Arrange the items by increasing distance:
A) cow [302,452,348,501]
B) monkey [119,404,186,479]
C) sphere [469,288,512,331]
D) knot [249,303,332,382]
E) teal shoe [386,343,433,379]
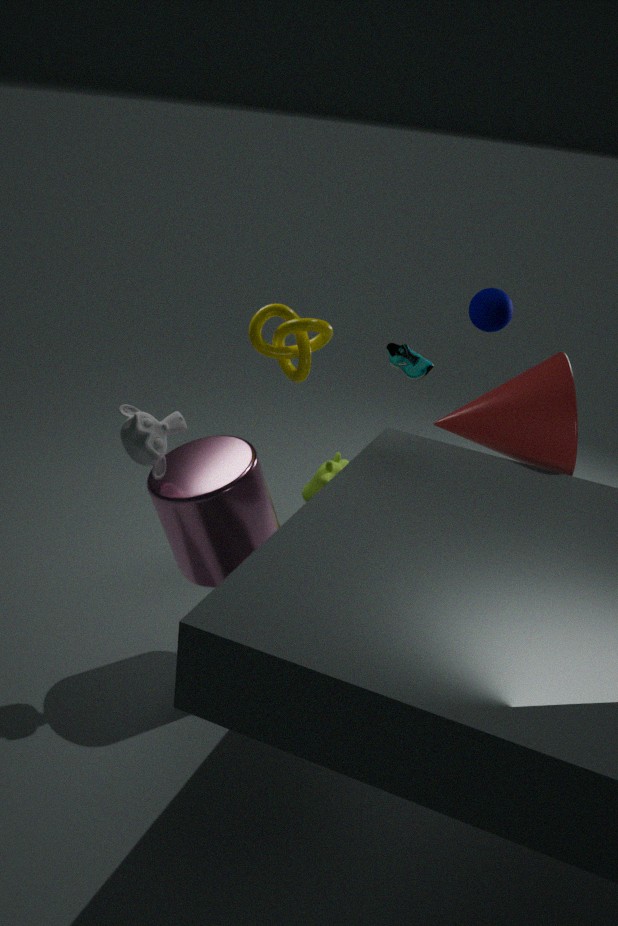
monkey [119,404,186,479] → knot [249,303,332,382] → sphere [469,288,512,331] → cow [302,452,348,501] → teal shoe [386,343,433,379]
